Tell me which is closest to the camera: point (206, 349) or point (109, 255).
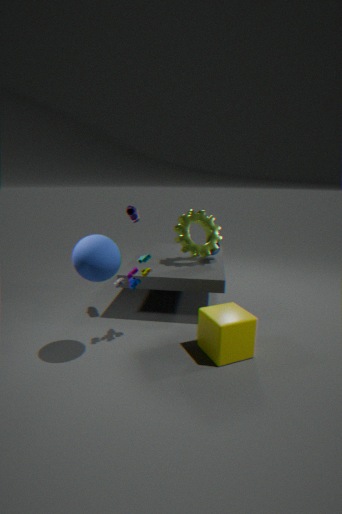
point (109, 255)
